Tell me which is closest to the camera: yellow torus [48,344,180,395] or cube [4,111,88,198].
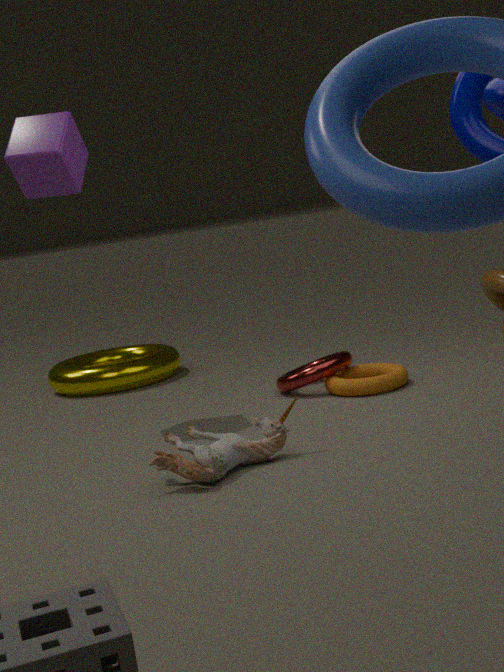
cube [4,111,88,198]
